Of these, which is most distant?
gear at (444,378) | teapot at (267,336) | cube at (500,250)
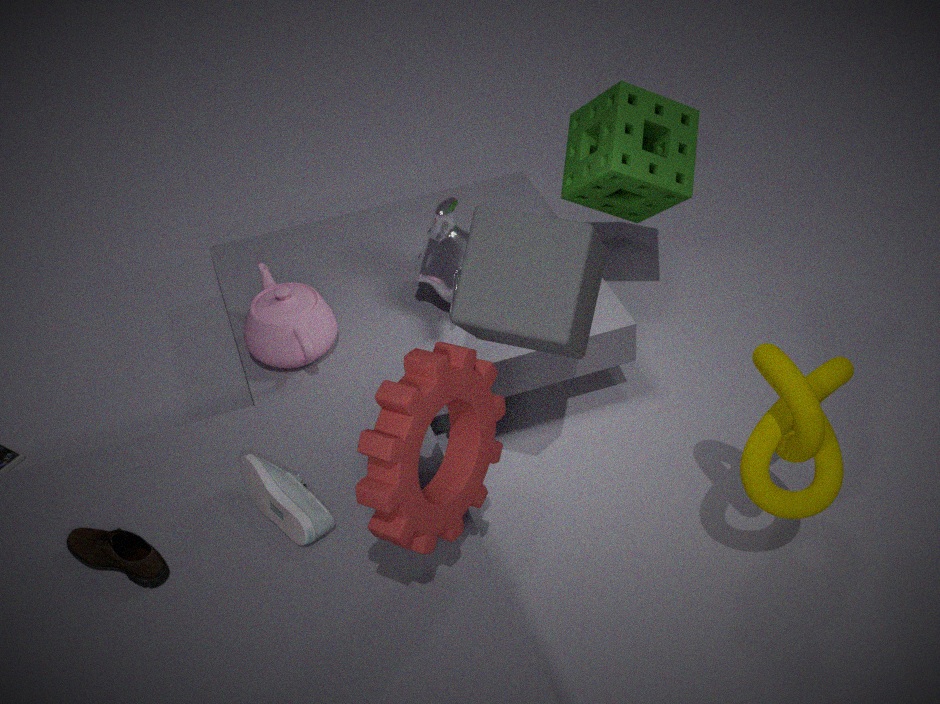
teapot at (267,336)
